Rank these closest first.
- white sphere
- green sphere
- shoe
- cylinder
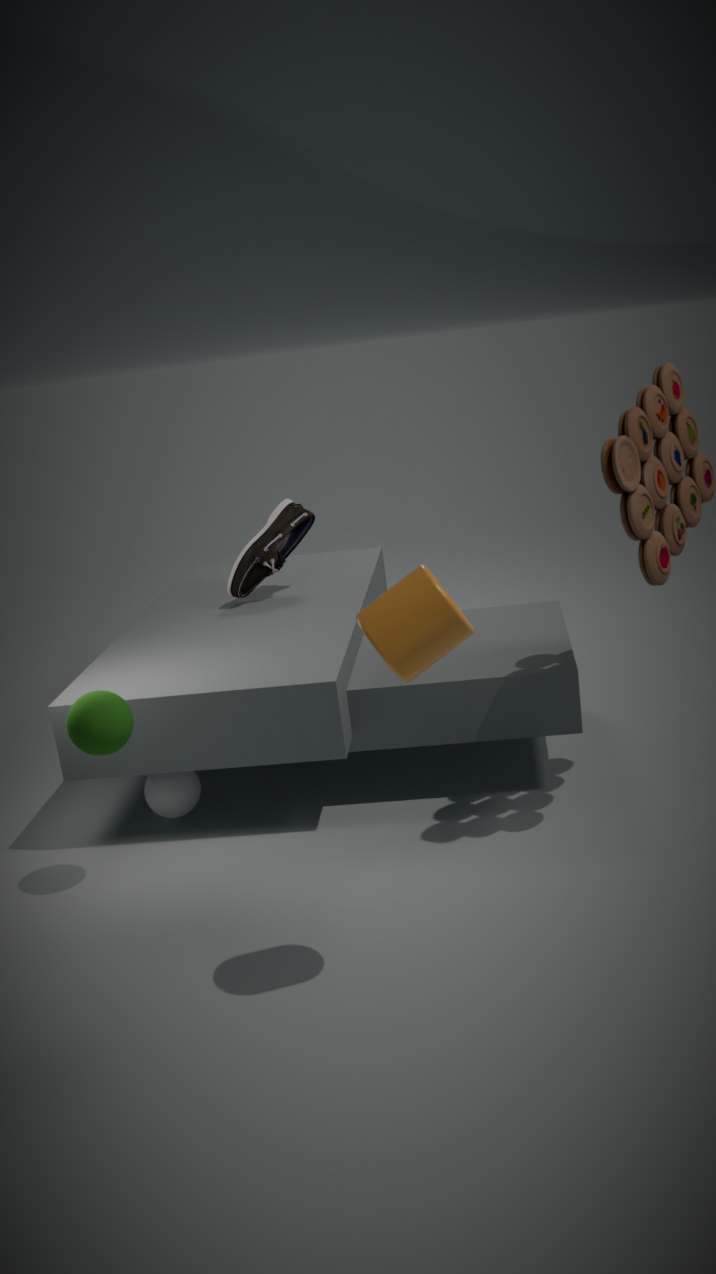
1. cylinder
2. green sphere
3. white sphere
4. shoe
